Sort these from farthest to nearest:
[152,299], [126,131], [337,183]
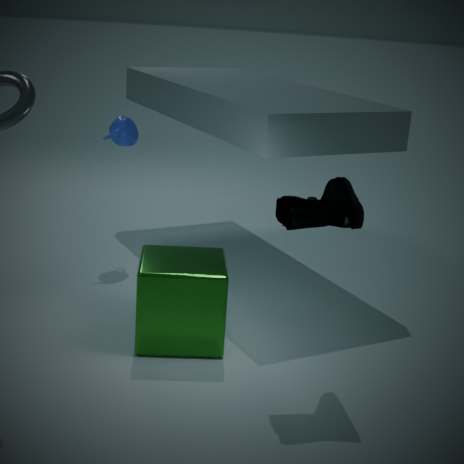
[126,131], [152,299], [337,183]
